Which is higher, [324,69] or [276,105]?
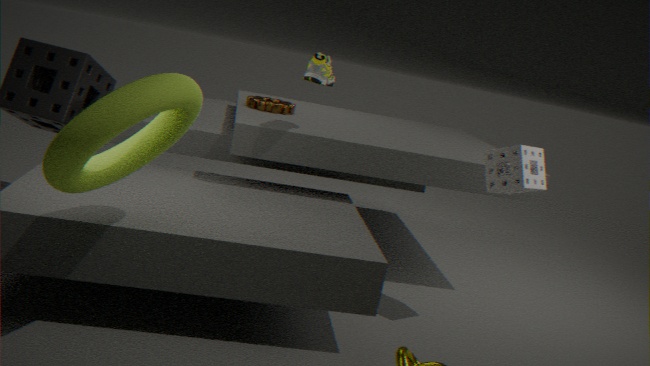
[324,69]
